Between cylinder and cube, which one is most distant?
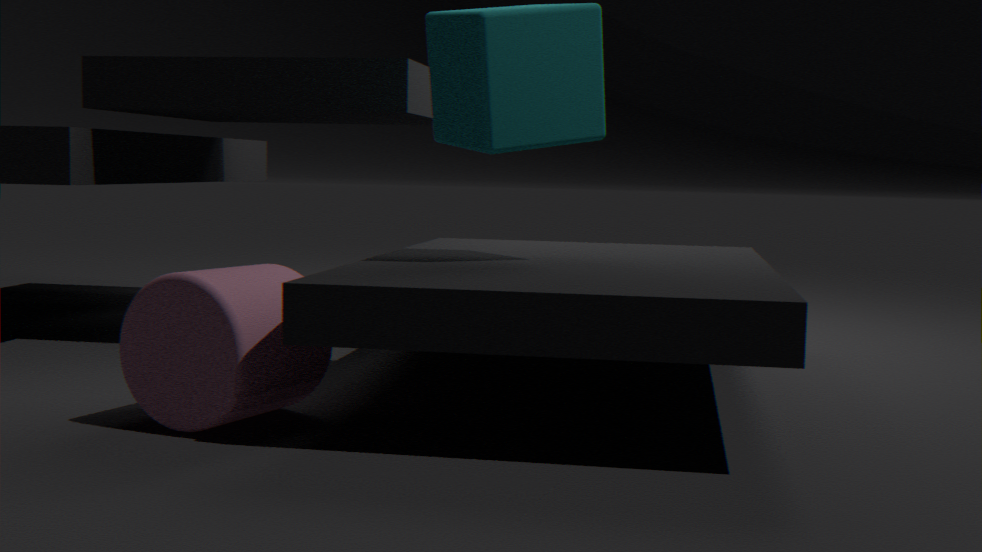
cube
